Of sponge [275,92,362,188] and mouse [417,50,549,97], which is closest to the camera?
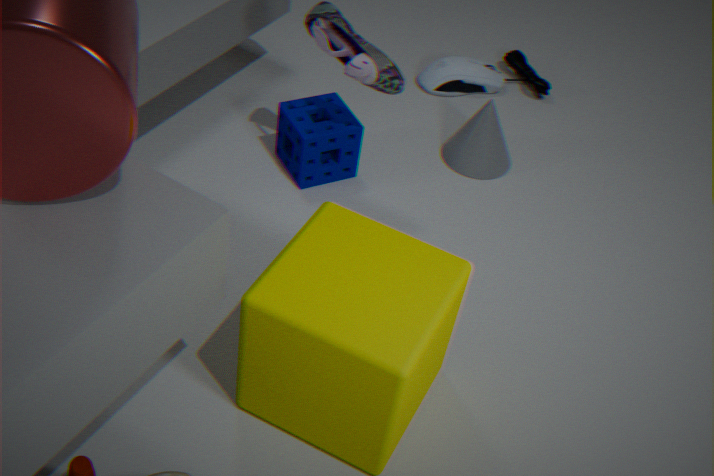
sponge [275,92,362,188]
